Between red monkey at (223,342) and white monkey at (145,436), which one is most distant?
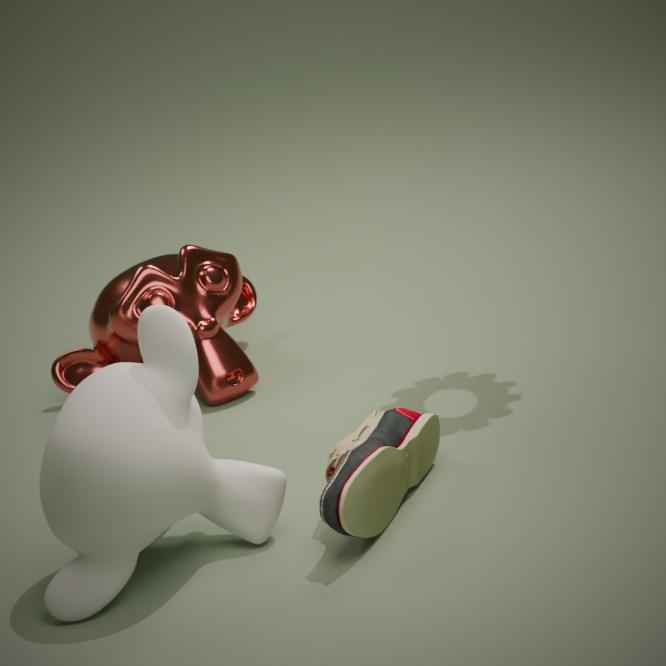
red monkey at (223,342)
